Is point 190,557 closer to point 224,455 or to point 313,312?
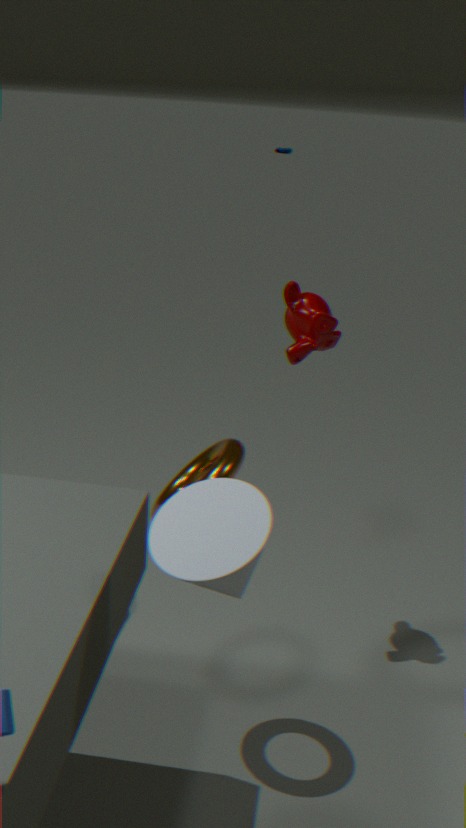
point 224,455
